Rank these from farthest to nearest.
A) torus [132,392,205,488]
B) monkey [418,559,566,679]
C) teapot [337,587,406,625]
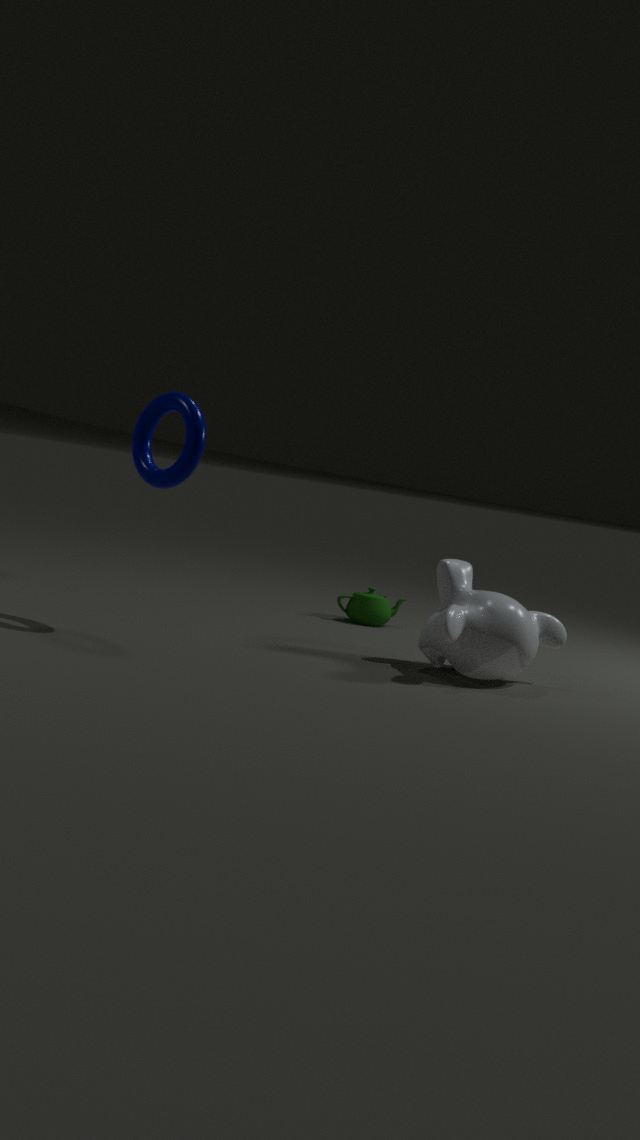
teapot [337,587,406,625]
monkey [418,559,566,679]
torus [132,392,205,488]
